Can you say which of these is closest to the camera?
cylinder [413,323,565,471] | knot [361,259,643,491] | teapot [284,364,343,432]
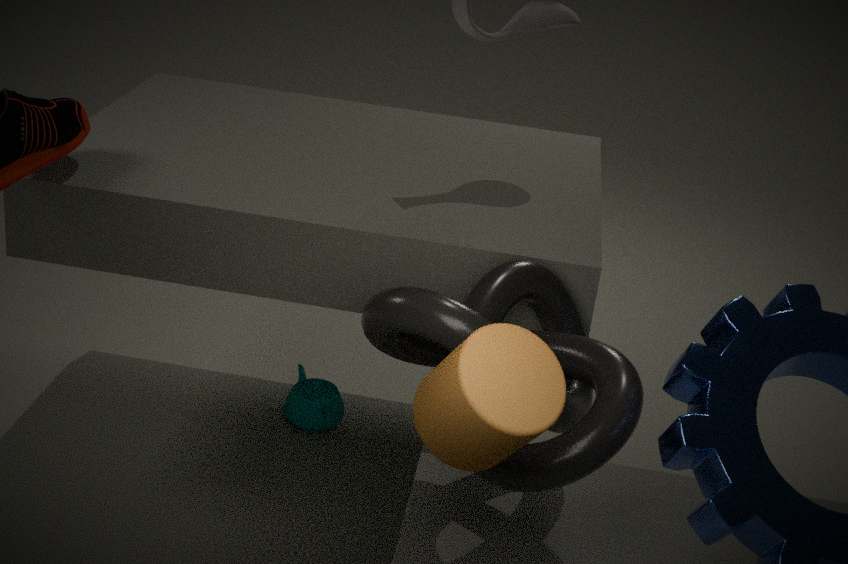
cylinder [413,323,565,471]
